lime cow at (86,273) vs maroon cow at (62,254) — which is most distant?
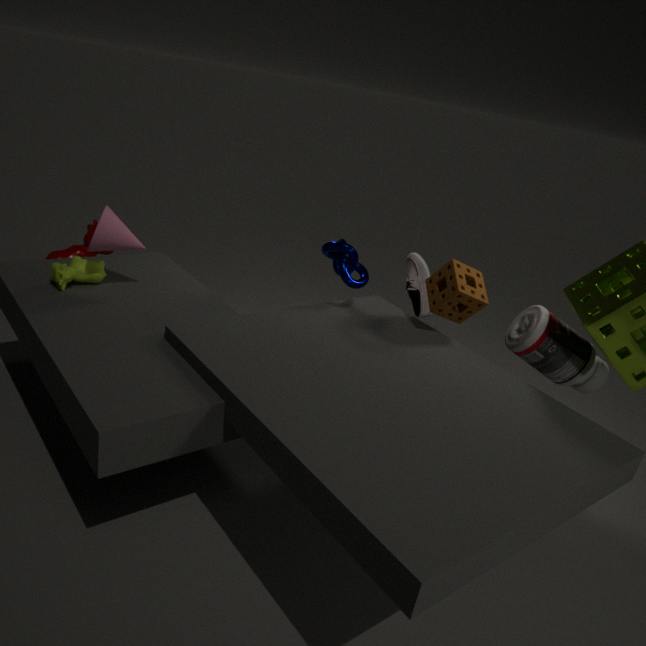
maroon cow at (62,254)
